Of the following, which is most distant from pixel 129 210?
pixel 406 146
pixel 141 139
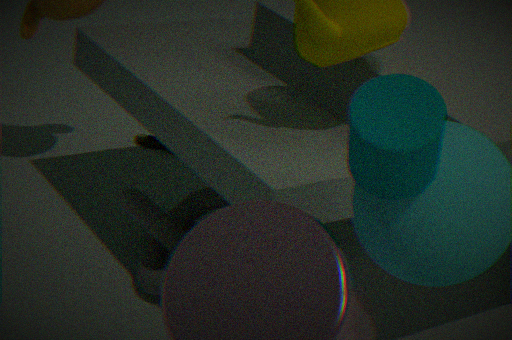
pixel 406 146
